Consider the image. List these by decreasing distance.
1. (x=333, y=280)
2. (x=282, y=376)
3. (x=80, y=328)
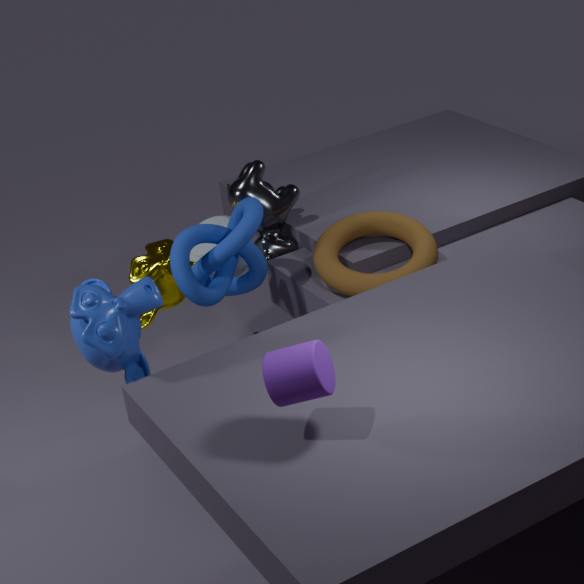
1. (x=333, y=280)
2. (x=80, y=328)
3. (x=282, y=376)
